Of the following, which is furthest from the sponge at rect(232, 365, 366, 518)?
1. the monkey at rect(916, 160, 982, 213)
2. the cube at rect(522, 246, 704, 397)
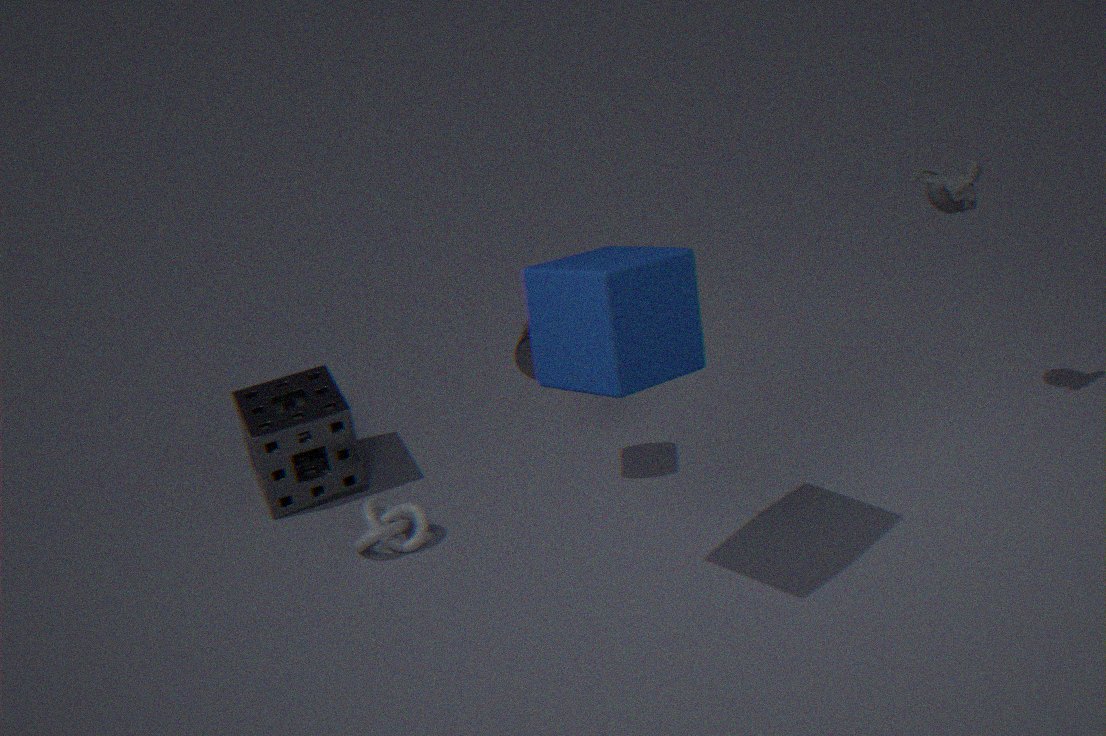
the monkey at rect(916, 160, 982, 213)
